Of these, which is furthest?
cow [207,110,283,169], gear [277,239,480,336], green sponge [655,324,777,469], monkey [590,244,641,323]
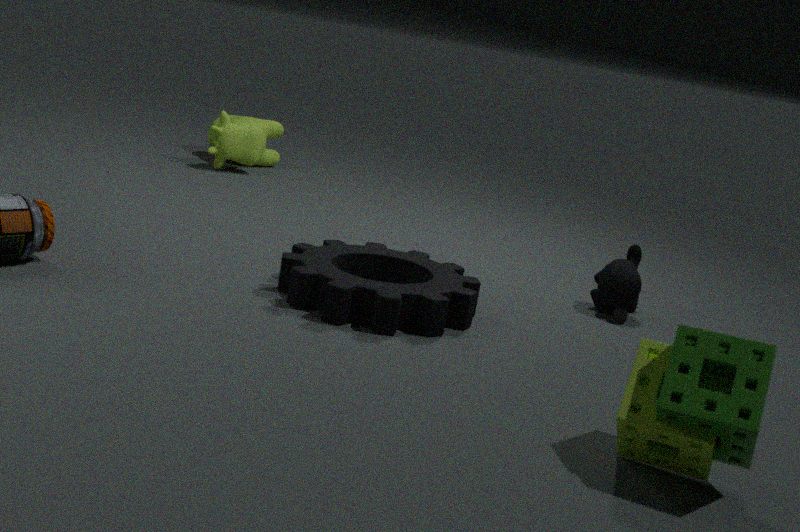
cow [207,110,283,169]
